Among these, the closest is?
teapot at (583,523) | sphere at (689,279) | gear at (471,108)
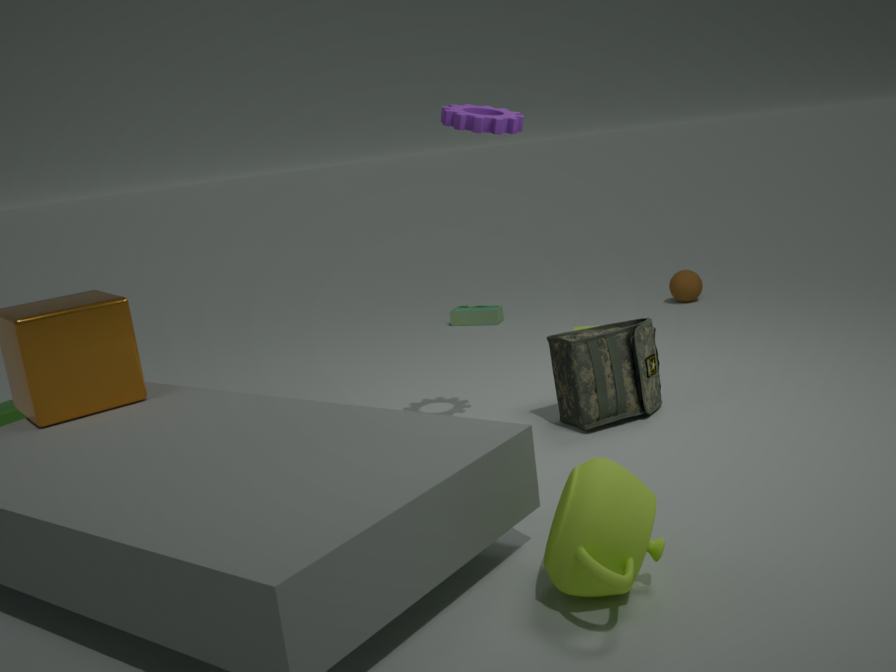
teapot at (583,523)
